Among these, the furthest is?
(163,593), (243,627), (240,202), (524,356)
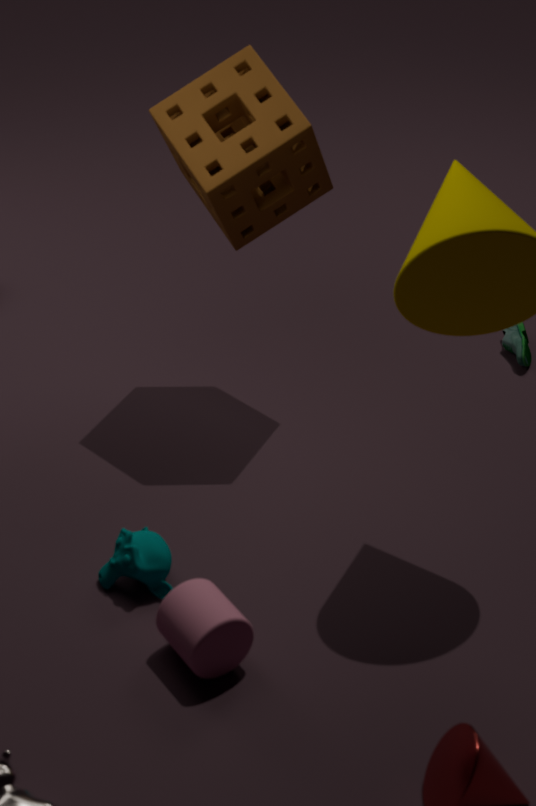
(524,356)
